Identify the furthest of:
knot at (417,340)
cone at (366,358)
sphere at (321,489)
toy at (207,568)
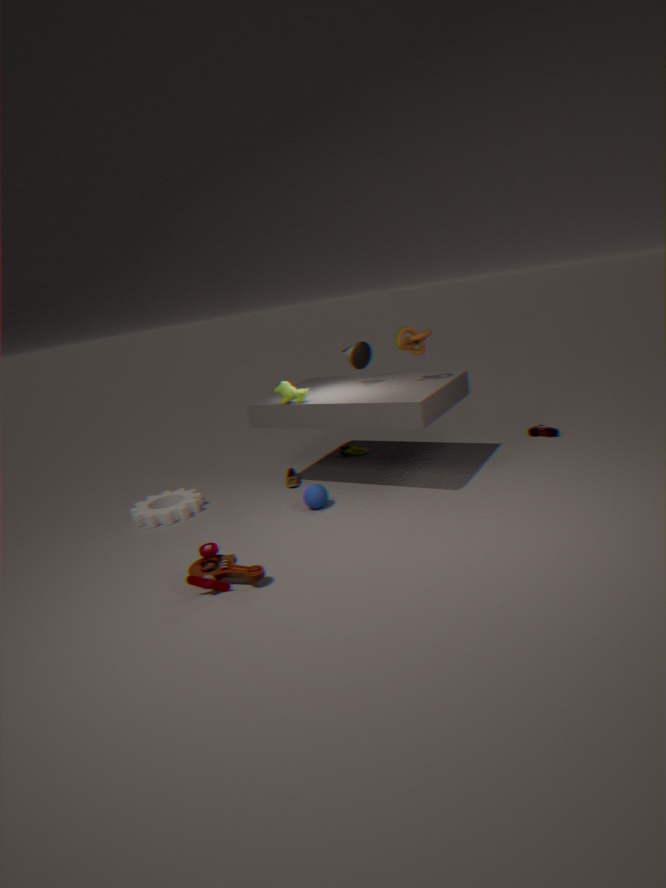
cone at (366,358)
